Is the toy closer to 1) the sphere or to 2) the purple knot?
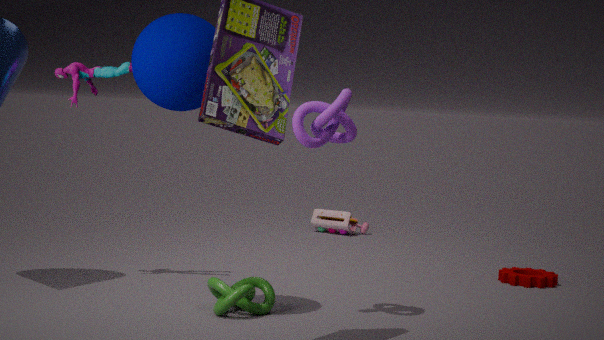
2) the purple knot
